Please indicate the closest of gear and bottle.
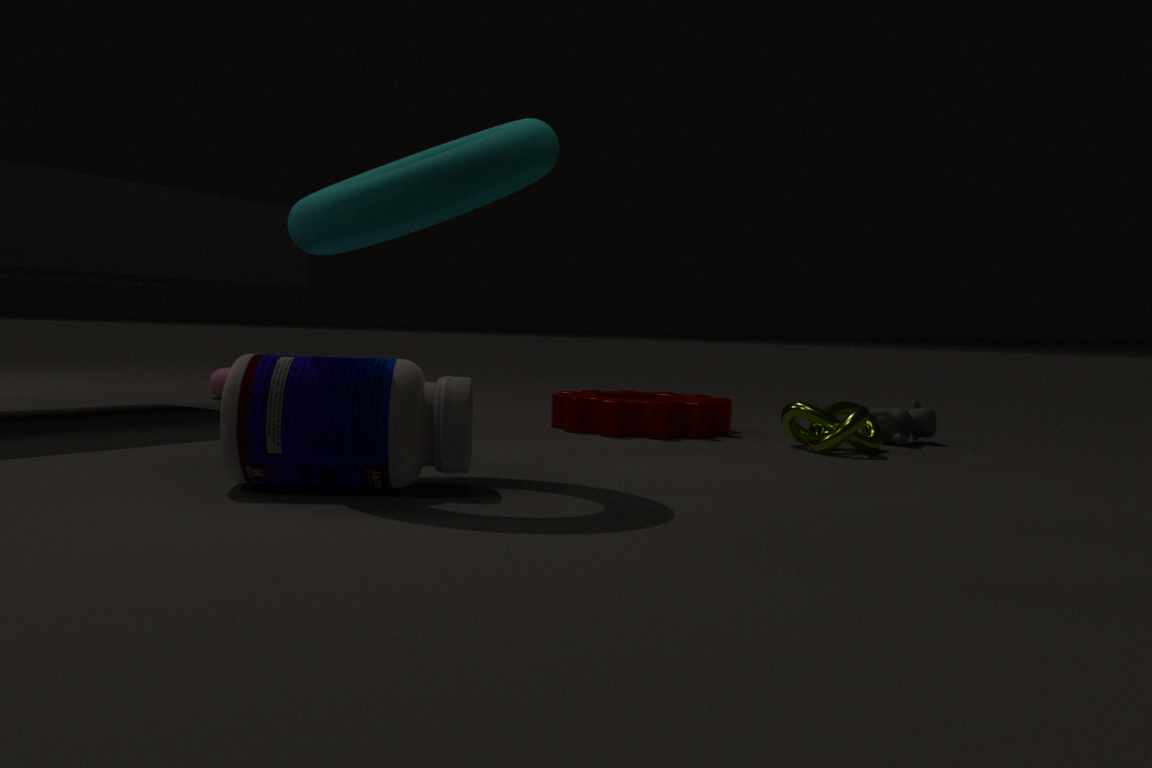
bottle
